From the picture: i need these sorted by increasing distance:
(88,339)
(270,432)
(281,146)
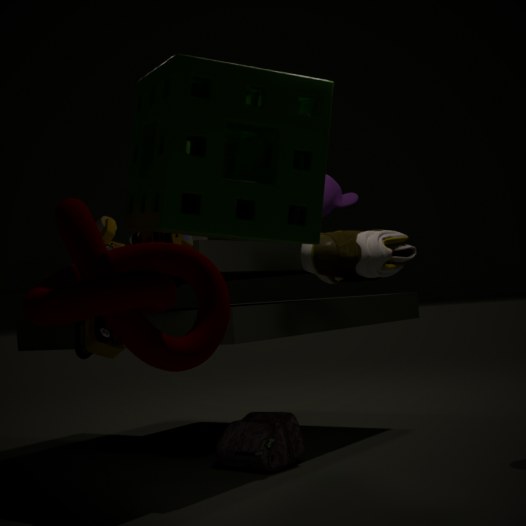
(281,146) < (88,339) < (270,432)
